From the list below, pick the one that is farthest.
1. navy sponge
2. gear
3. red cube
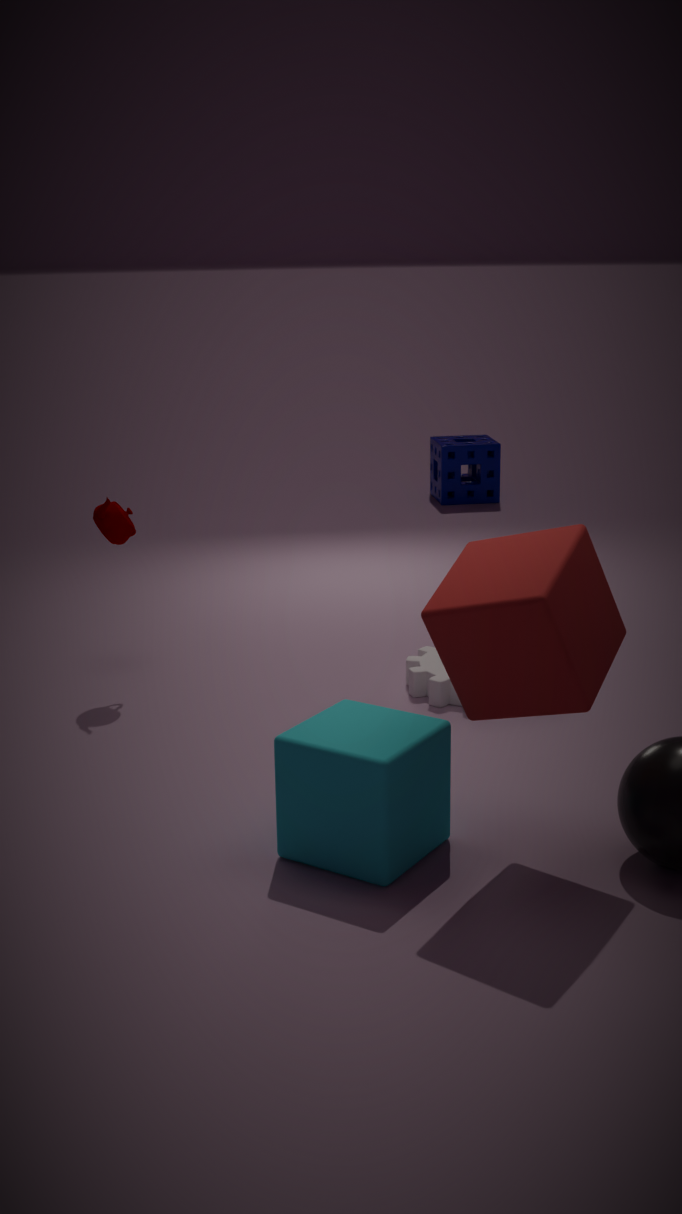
navy sponge
